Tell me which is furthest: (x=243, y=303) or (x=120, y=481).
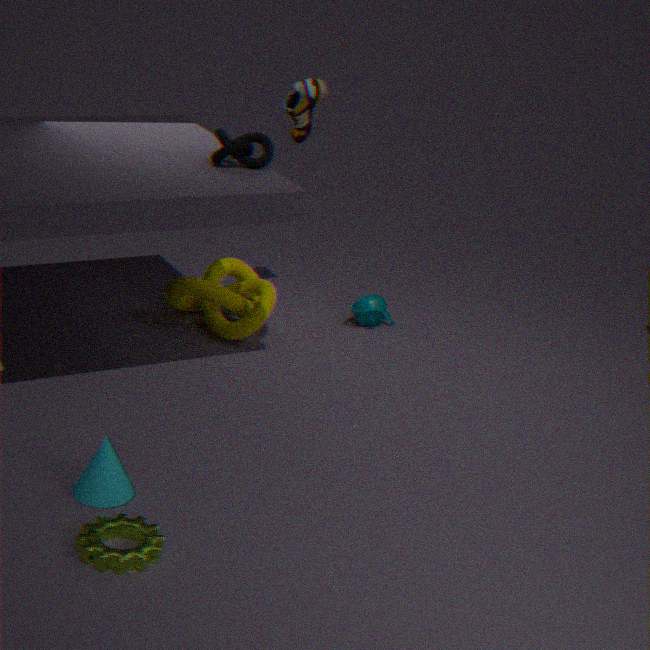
(x=243, y=303)
